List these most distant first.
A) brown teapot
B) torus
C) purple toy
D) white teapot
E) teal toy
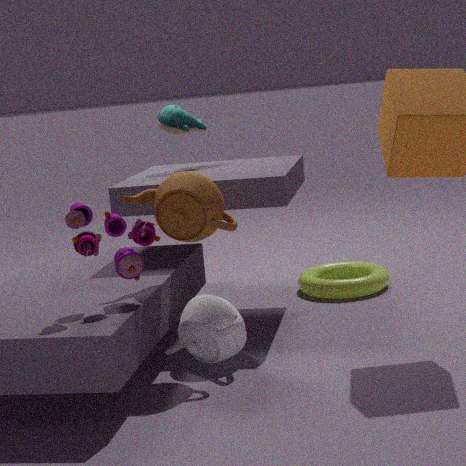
torus < teal toy < white teapot < brown teapot < purple toy
